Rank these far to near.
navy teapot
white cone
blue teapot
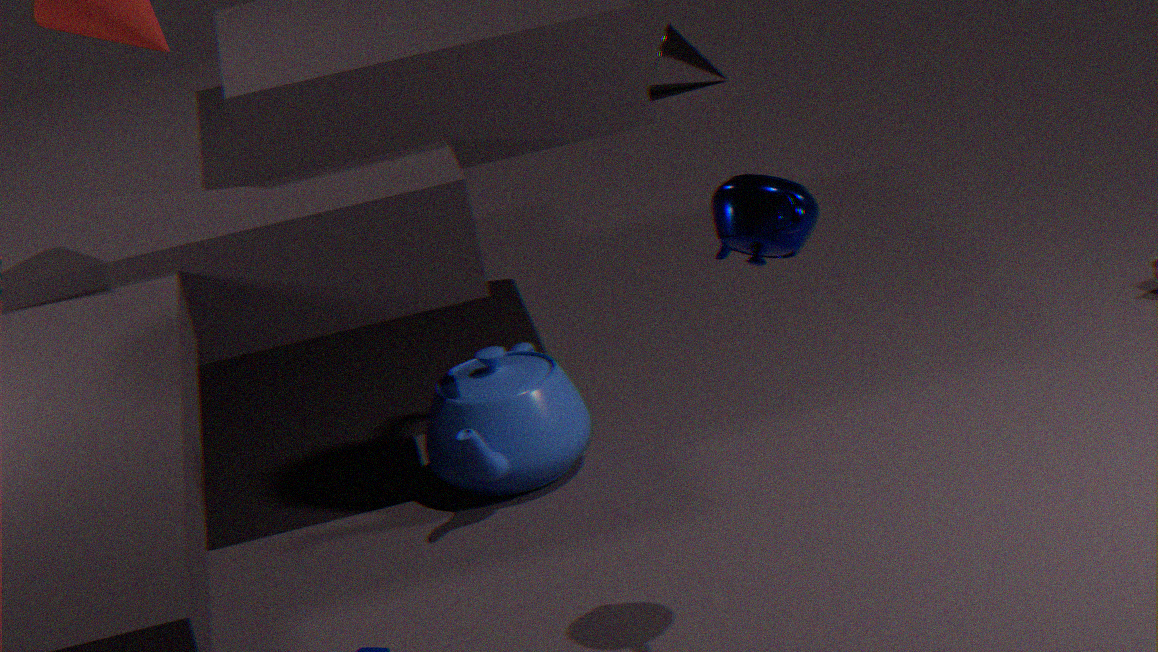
1. white cone
2. blue teapot
3. navy teapot
